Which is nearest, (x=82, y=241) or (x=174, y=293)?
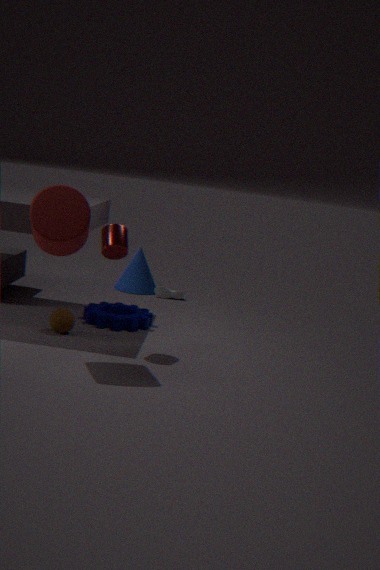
(x=82, y=241)
